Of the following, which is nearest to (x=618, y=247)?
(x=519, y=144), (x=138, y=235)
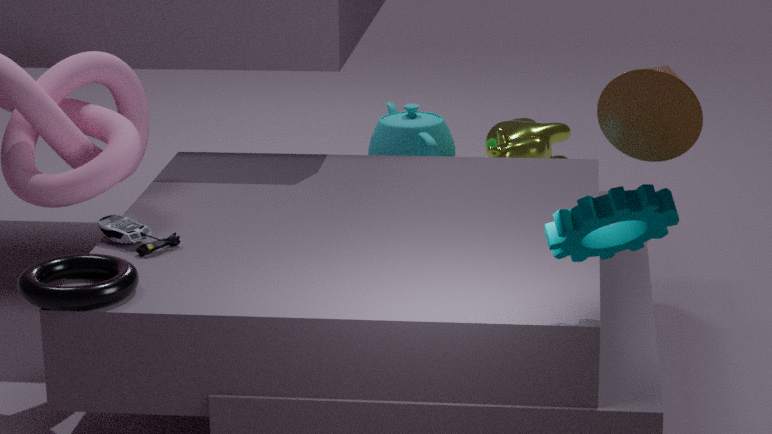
(x=138, y=235)
